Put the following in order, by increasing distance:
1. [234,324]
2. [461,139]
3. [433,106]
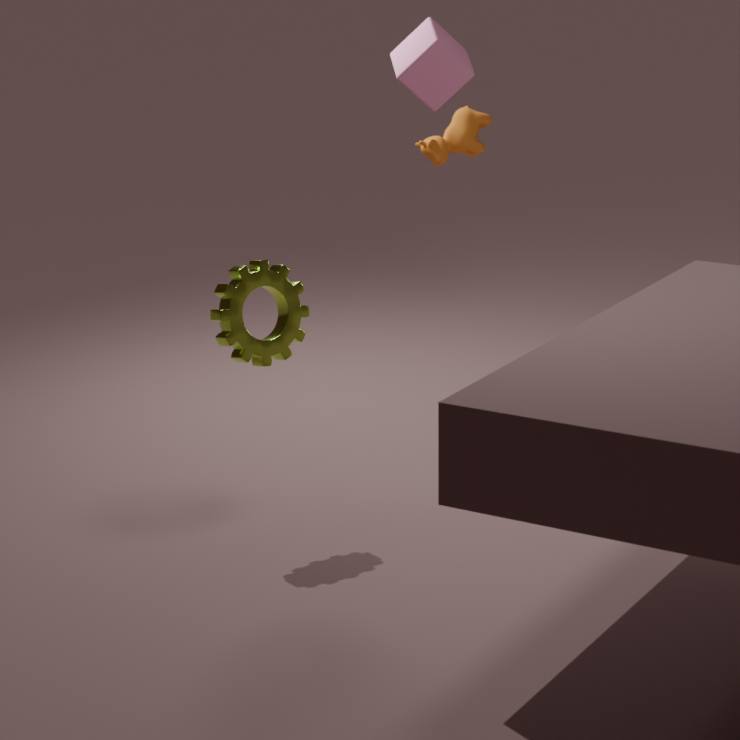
[234,324] < [433,106] < [461,139]
